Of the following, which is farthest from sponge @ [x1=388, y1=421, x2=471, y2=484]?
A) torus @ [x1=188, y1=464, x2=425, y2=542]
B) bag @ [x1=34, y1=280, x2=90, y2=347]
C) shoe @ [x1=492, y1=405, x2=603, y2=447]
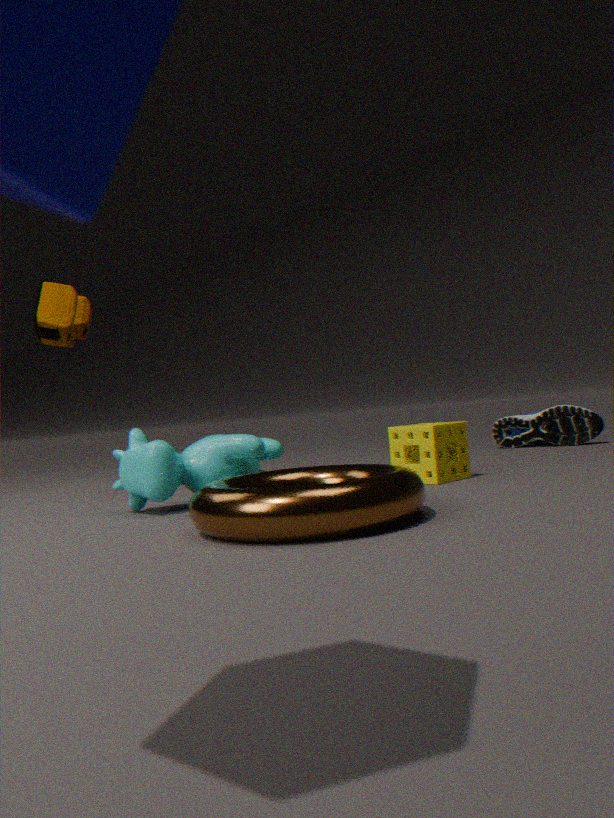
bag @ [x1=34, y1=280, x2=90, y2=347]
